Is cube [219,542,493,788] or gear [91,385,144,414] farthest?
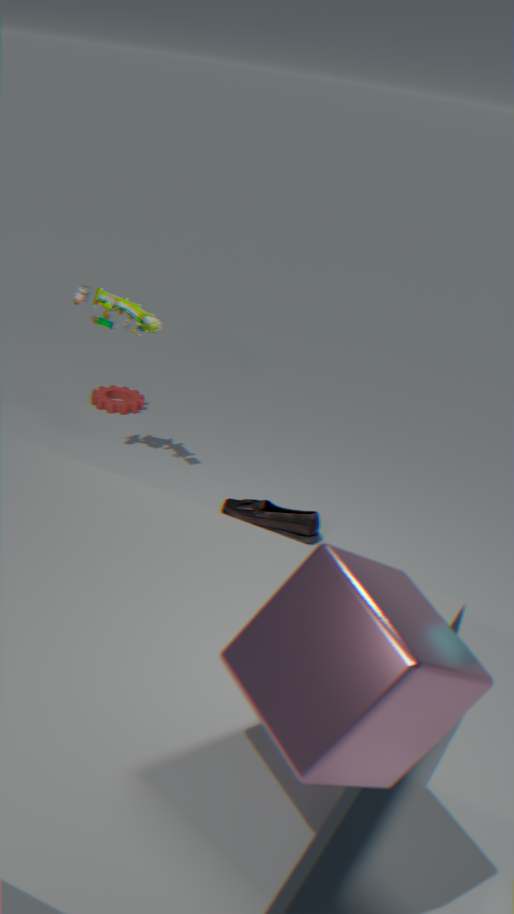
gear [91,385,144,414]
